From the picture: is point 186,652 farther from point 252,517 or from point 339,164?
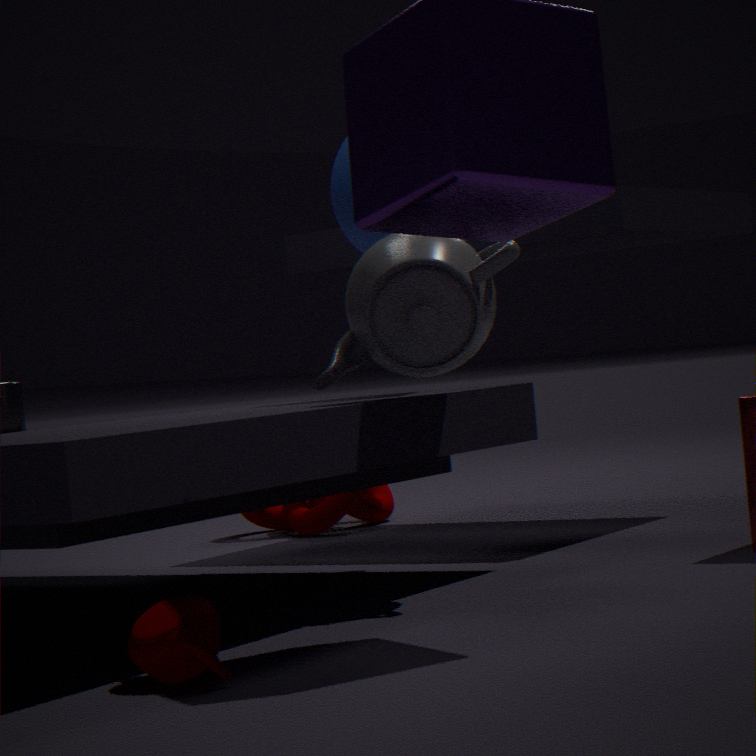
point 252,517
